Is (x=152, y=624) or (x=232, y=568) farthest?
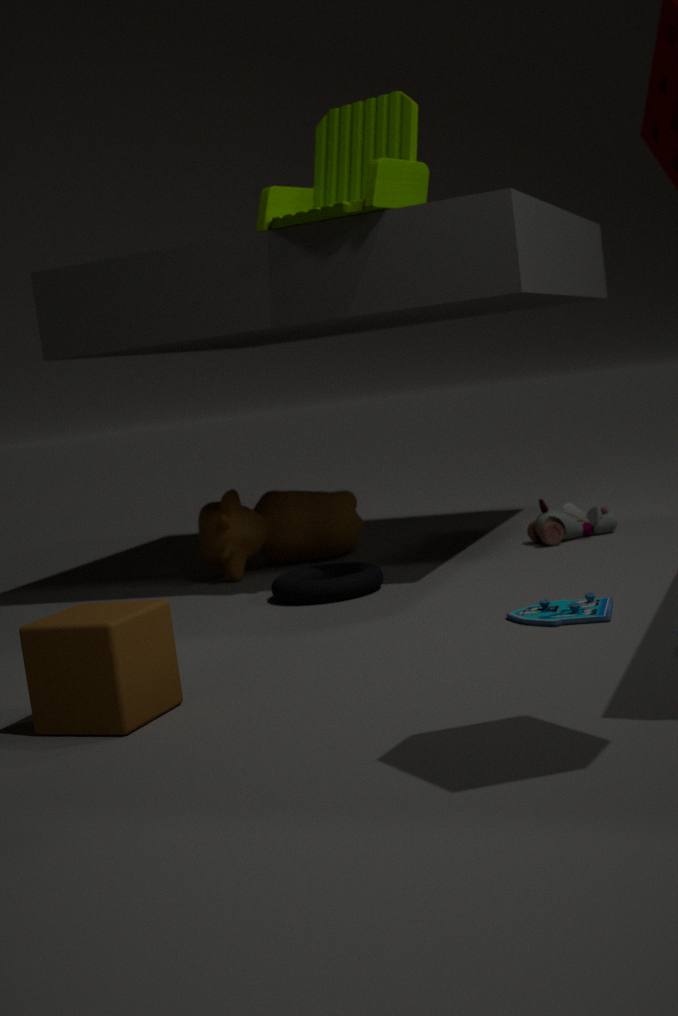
(x=232, y=568)
